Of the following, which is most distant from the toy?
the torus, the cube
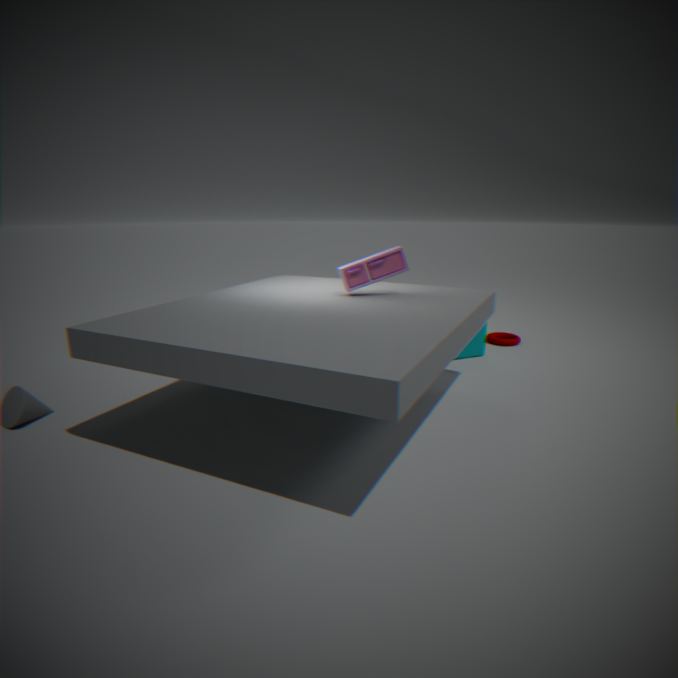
the torus
